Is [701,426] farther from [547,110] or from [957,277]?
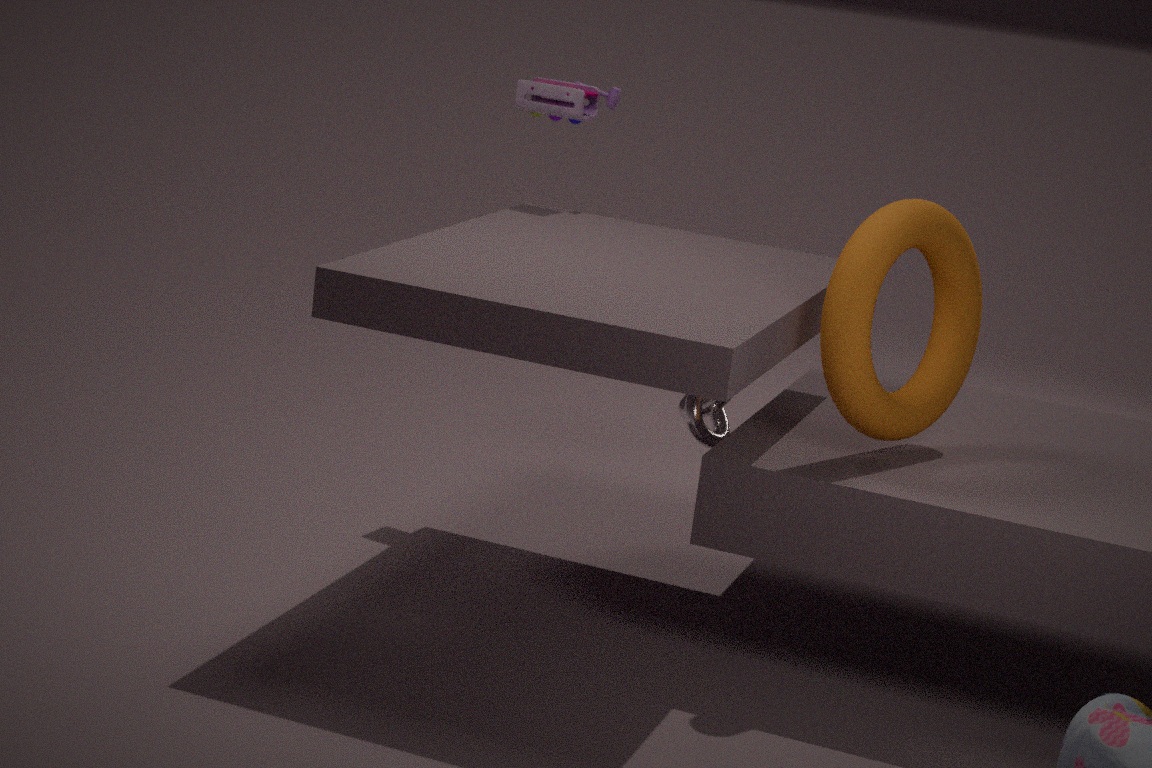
[547,110]
